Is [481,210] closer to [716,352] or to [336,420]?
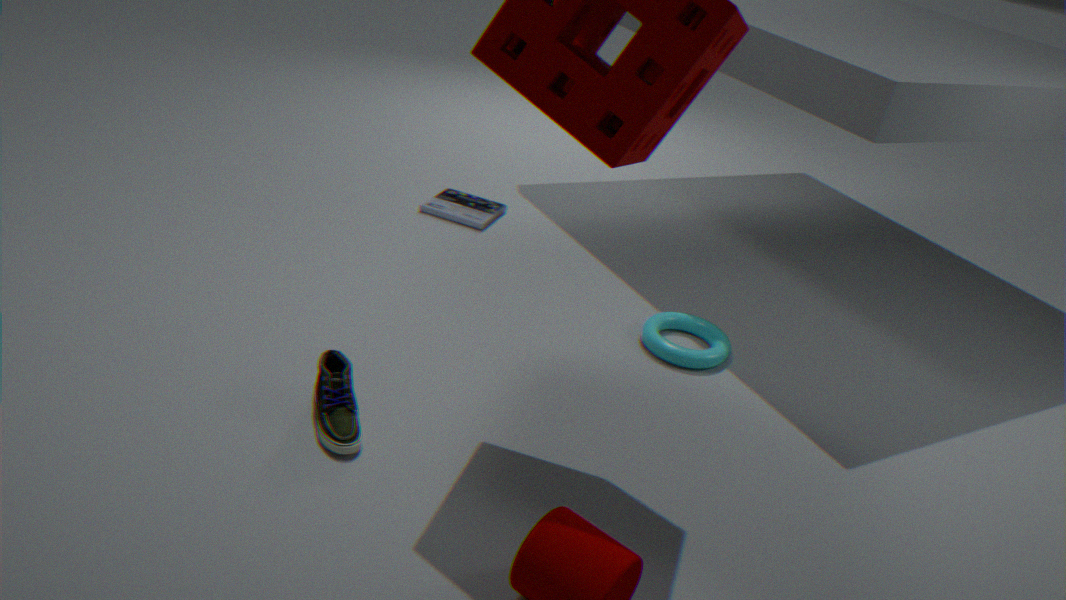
[716,352]
